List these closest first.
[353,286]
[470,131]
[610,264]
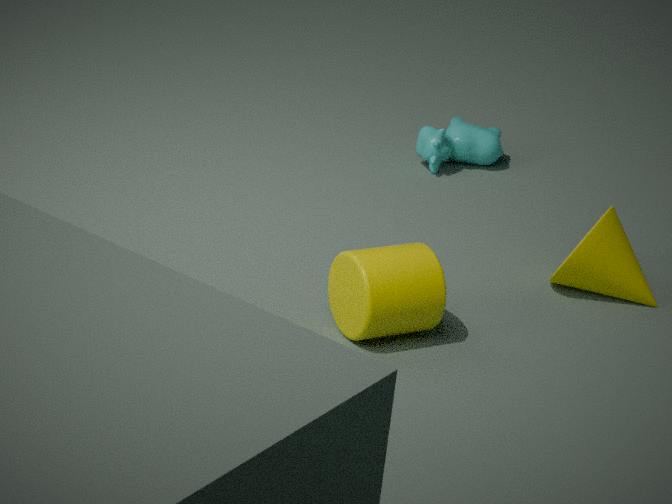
1. [353,286]
2. [610,264]
3. [470,131]
